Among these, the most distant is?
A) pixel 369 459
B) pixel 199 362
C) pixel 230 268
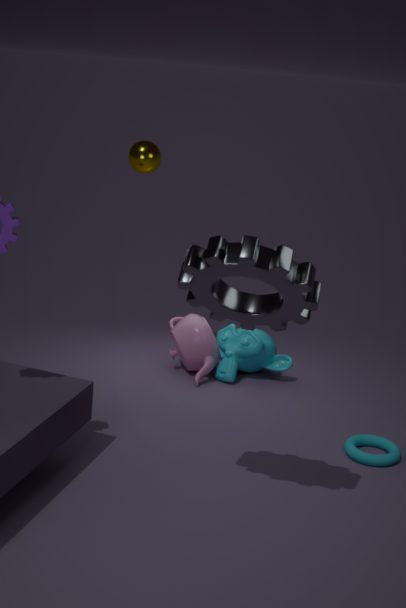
pixel 199 362
